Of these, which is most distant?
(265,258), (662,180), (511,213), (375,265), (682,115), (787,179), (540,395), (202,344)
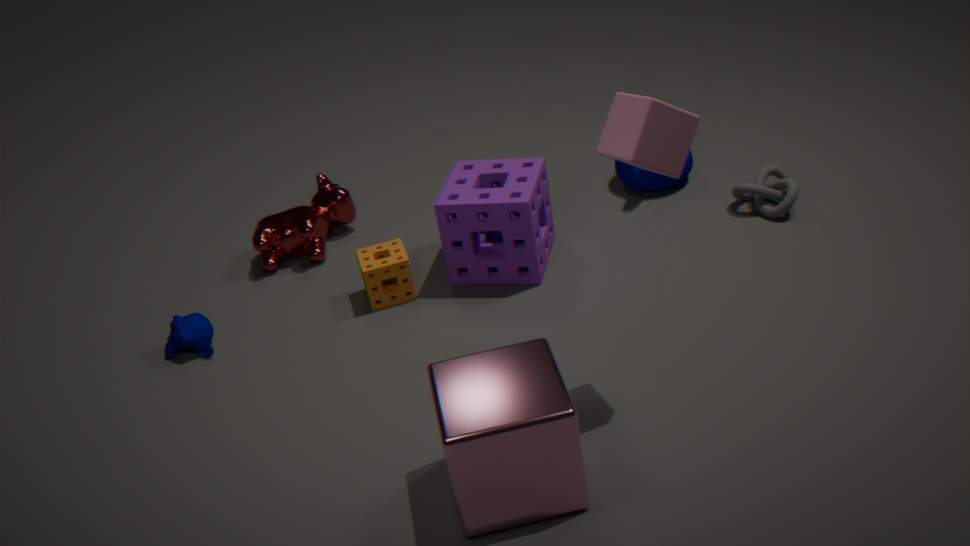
(662,180)
